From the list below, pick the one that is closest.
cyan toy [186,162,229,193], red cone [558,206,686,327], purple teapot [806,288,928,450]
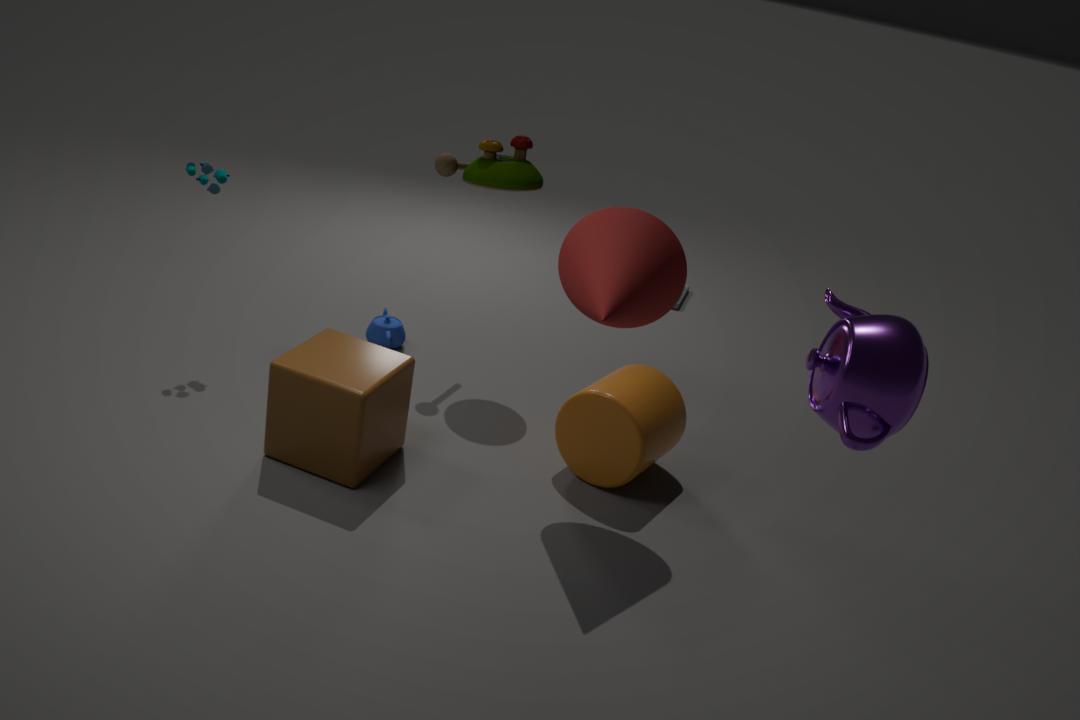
purple teapot [806,288,928,450]
